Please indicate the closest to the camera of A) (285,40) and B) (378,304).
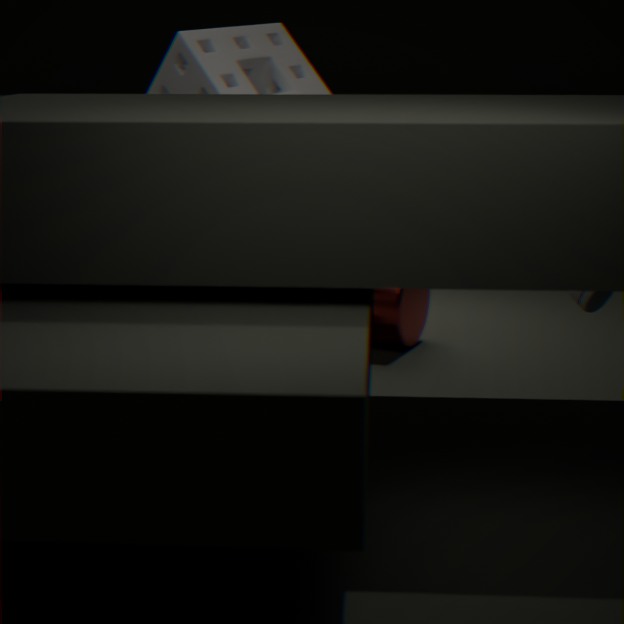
A. (285,40)
